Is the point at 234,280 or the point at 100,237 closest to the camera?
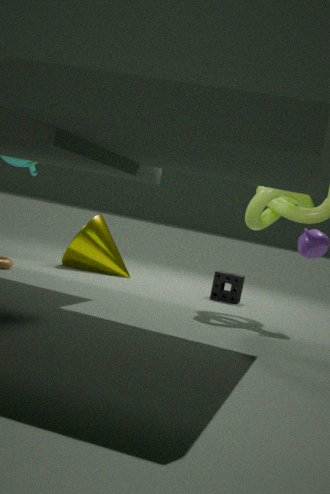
the point at 234,280
